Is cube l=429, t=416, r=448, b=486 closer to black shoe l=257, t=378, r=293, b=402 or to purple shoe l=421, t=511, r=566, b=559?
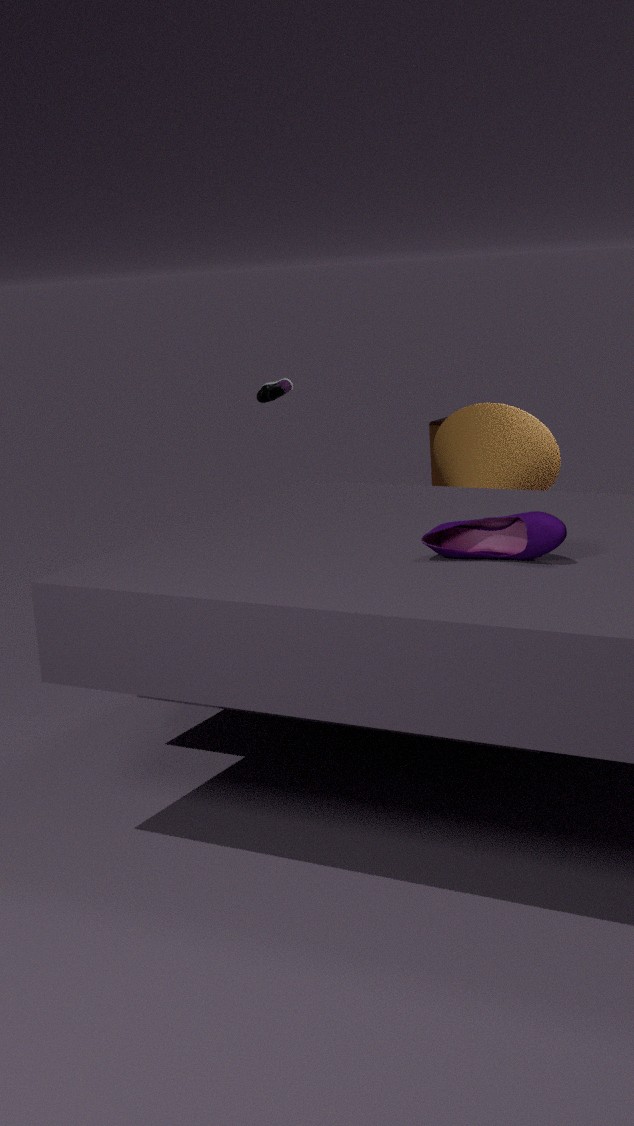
black shoe l=257, t=378, r=293, b=402
